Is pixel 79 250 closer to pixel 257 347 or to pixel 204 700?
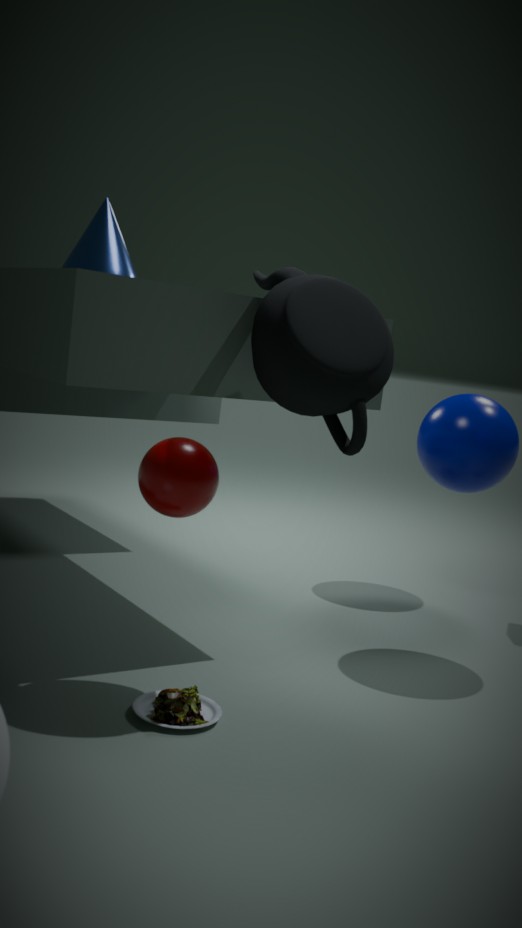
pixel 257 347
